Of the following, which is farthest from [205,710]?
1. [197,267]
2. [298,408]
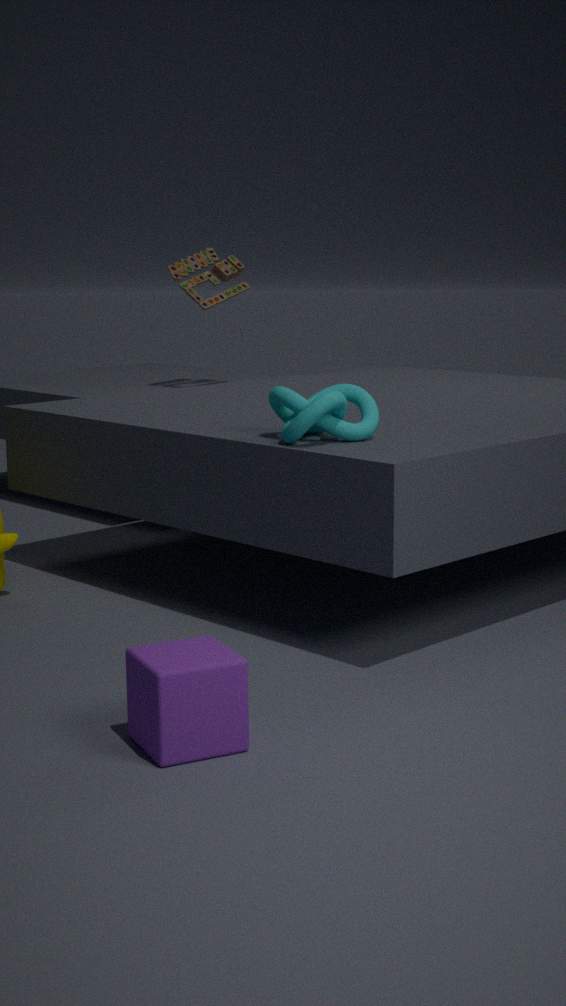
[197,267]
